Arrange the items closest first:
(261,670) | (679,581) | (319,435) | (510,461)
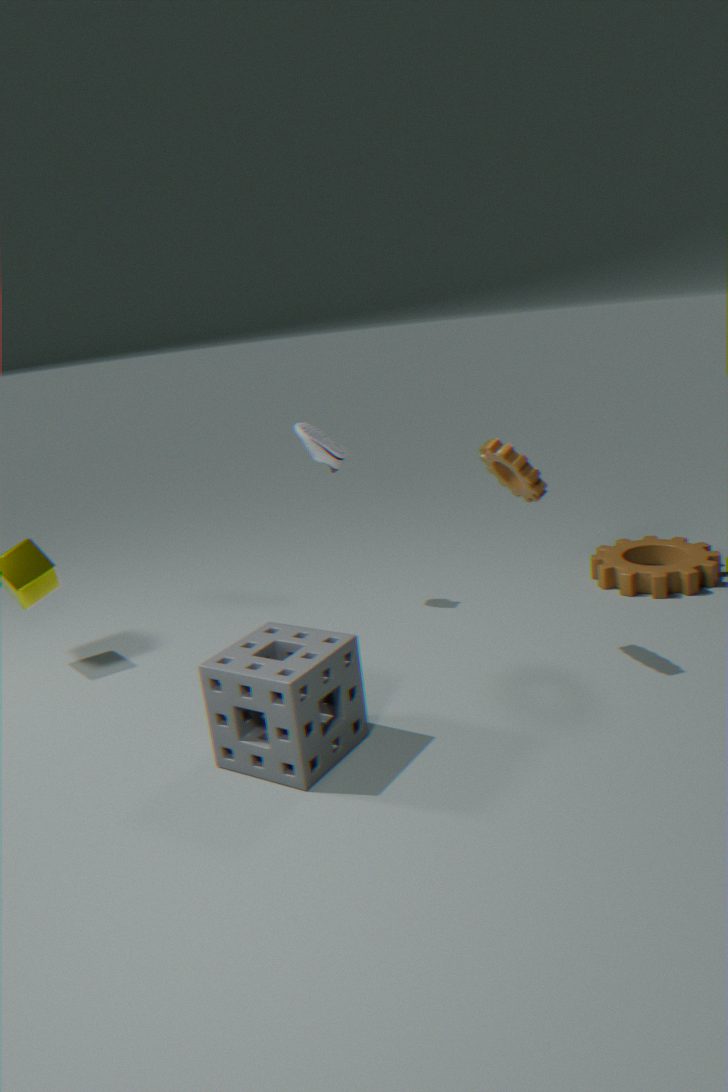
(261,670)
(510,461)
(679,581)
(319,435)
